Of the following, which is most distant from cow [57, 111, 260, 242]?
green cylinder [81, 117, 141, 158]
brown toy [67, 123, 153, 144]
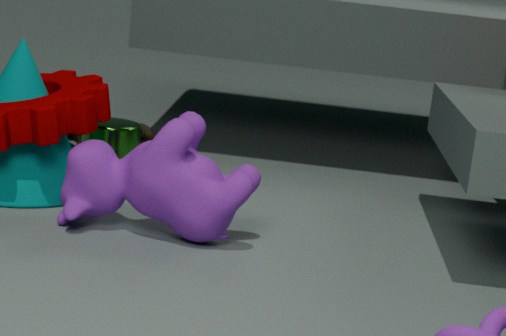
brown toy [67, 123, 153, 144]
